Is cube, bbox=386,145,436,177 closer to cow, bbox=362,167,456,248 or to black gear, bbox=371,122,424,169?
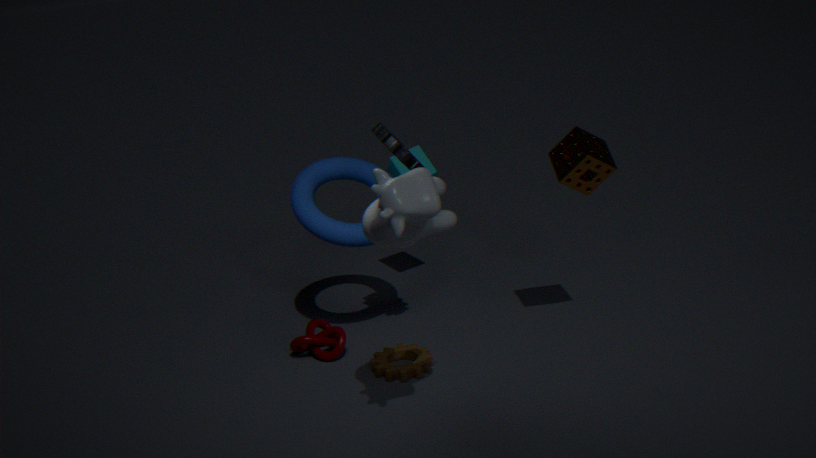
black gear, bbox=371,122,424,169
